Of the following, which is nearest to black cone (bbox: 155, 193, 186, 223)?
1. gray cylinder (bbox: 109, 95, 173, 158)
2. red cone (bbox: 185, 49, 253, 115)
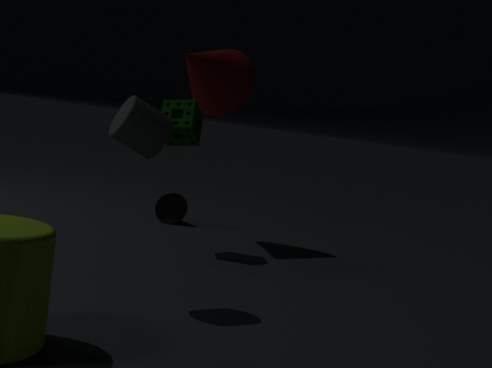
red cone (bbox: 185, 49, 253, 115)
